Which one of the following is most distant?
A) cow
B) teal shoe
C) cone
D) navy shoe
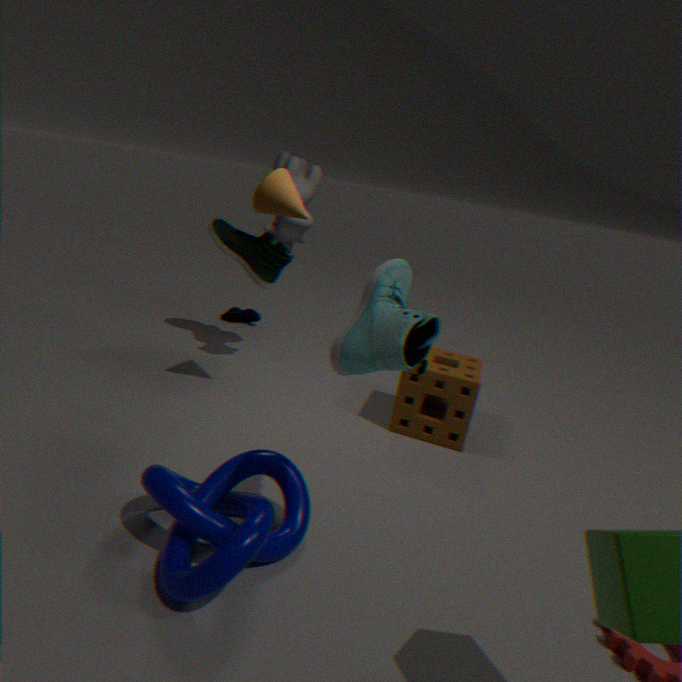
D. navy shoe
